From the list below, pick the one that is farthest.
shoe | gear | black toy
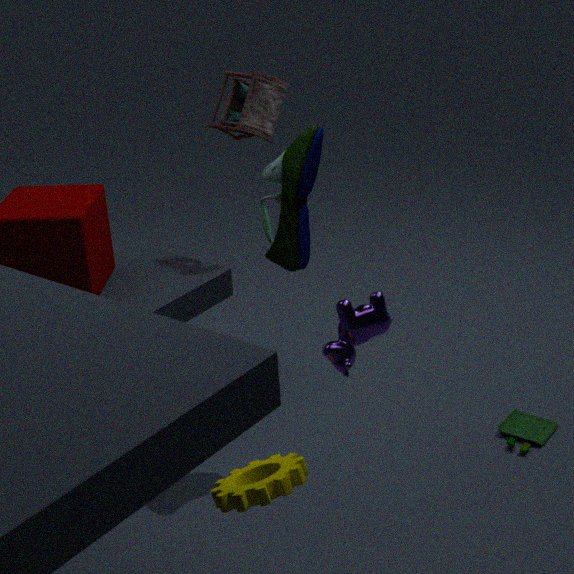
black toy
